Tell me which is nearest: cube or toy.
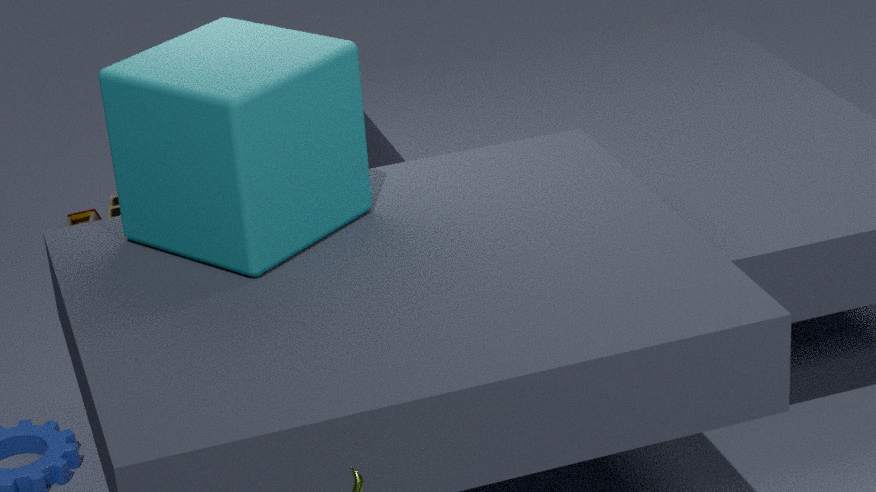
cube
